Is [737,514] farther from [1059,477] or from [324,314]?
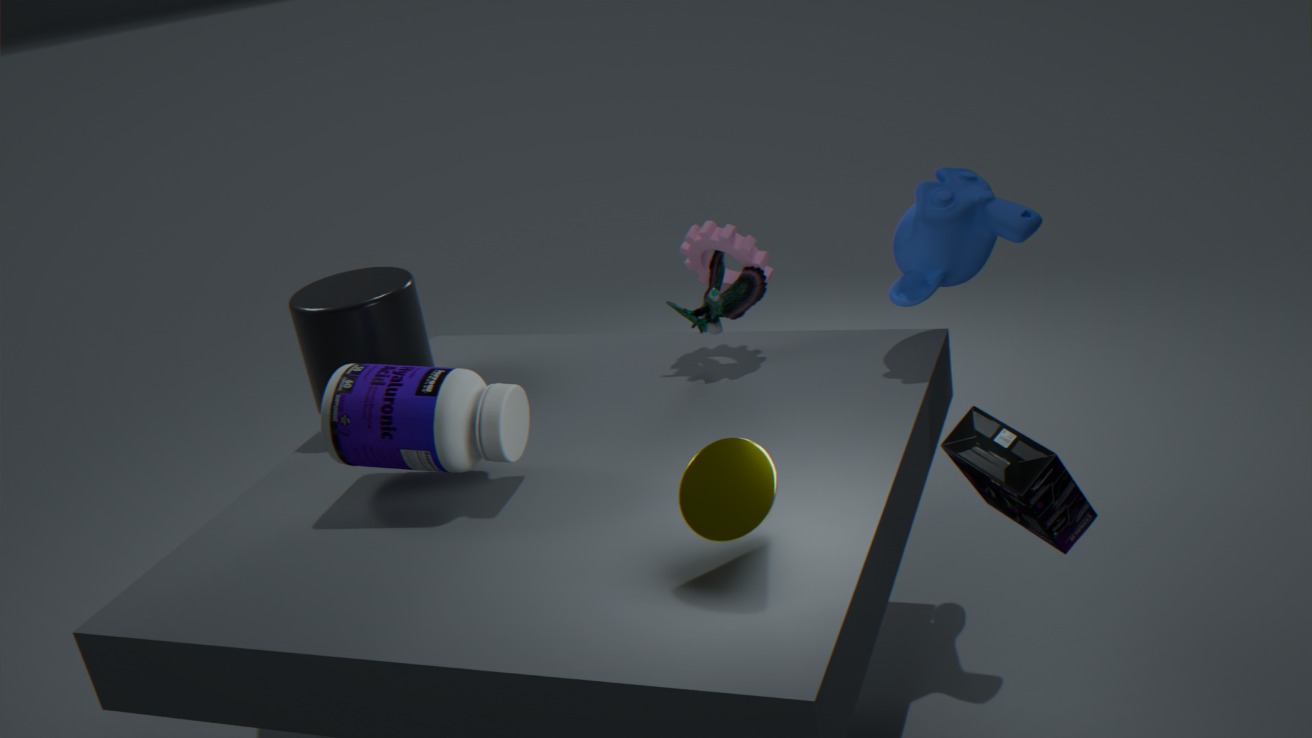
[324,314]
